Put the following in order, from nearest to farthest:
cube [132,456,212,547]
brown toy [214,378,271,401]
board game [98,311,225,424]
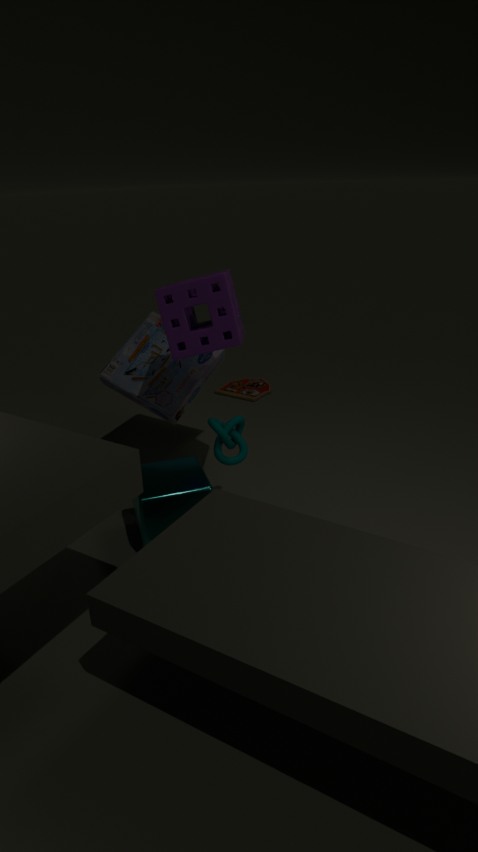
cube [132,456,212,547] < board game [98,311,225,424] < brown toy [214,378,271,401]
